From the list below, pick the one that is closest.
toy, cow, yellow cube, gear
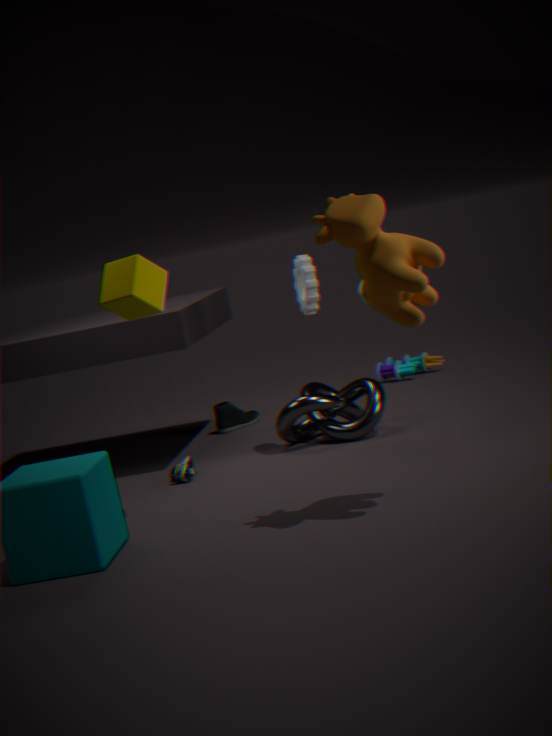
cow
